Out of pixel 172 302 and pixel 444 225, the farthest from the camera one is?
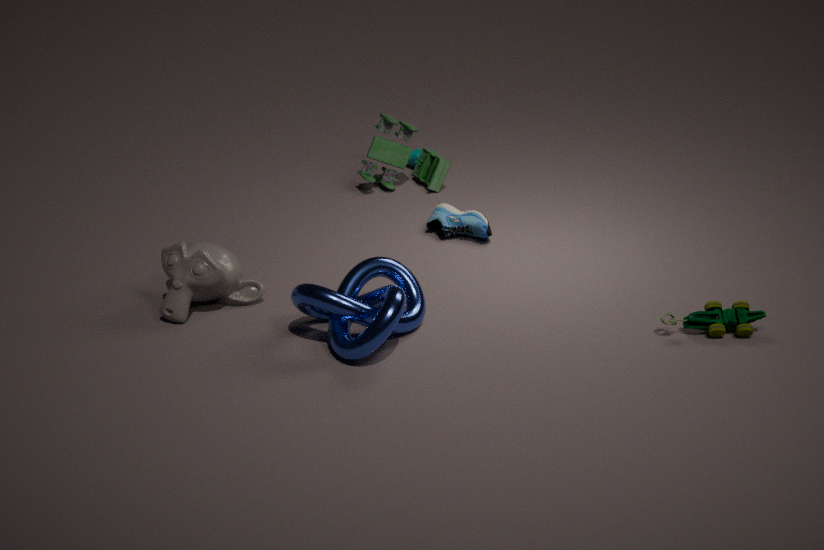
pixel 444 225
